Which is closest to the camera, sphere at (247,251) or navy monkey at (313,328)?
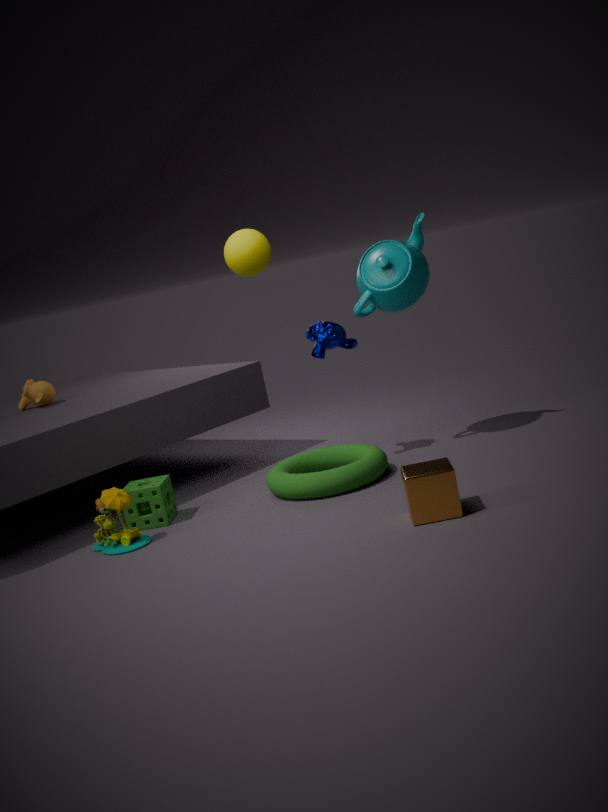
sphere at (247,251)
